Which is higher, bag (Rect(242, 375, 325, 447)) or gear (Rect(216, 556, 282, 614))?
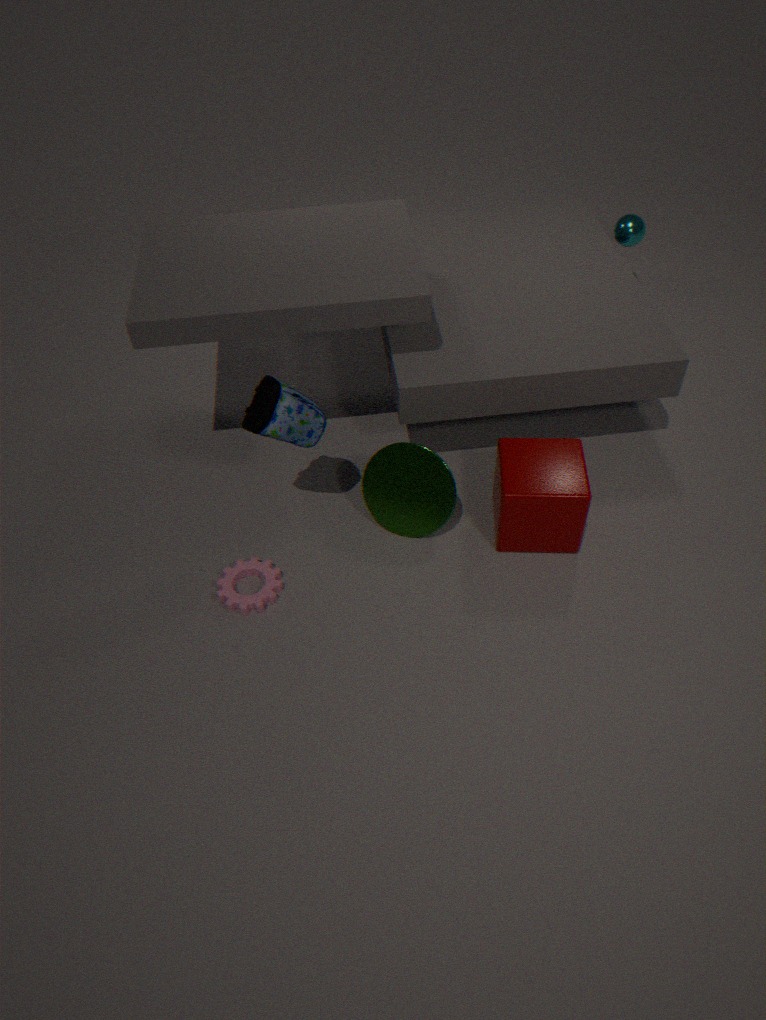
bag (Rect(242, 375, 325, 447))
